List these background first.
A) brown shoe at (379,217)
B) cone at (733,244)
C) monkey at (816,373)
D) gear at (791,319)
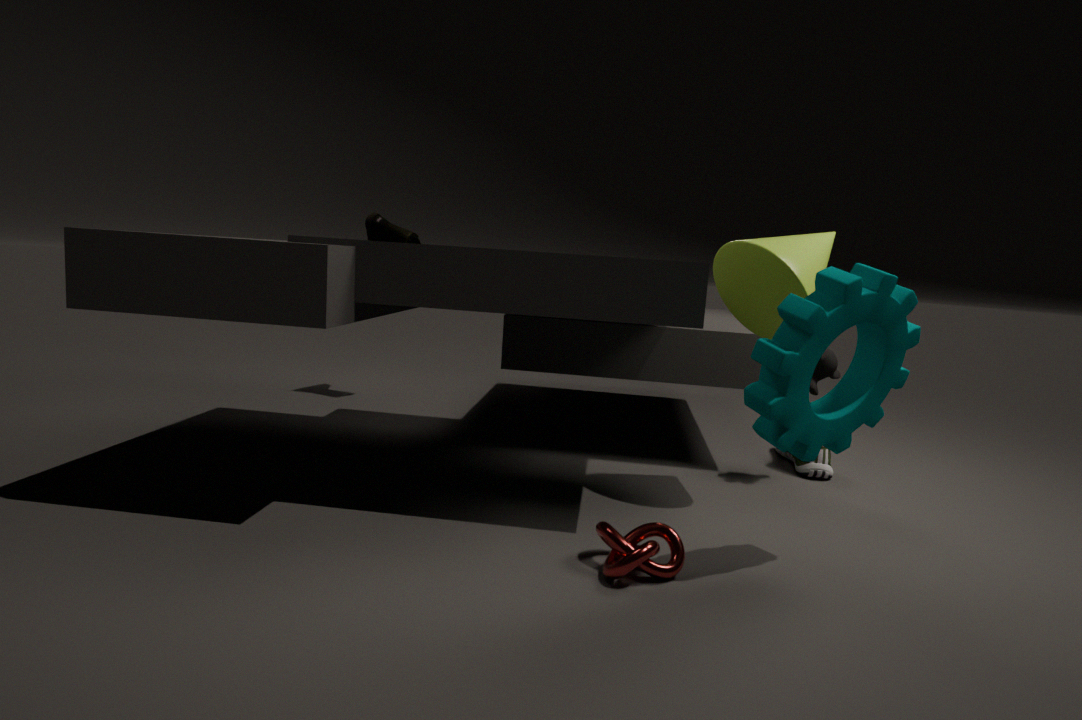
brown shoe at (379,217)
monkey at (816,373)
cone at (733,244)
gear at (791,319)
